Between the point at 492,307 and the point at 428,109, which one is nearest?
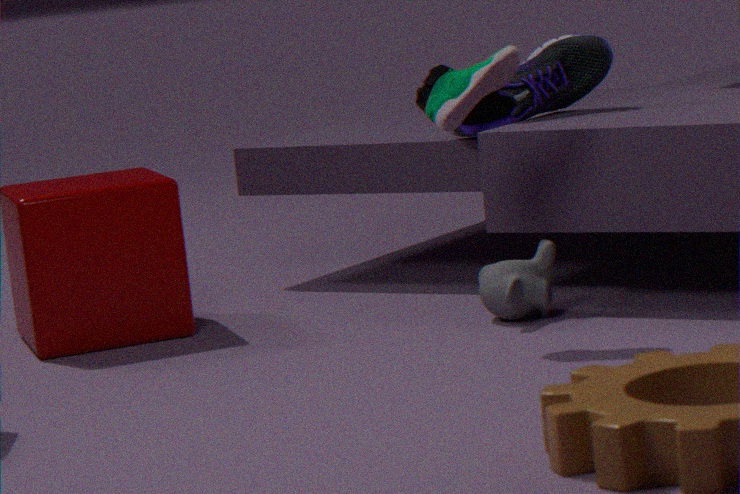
the point at 428,109
